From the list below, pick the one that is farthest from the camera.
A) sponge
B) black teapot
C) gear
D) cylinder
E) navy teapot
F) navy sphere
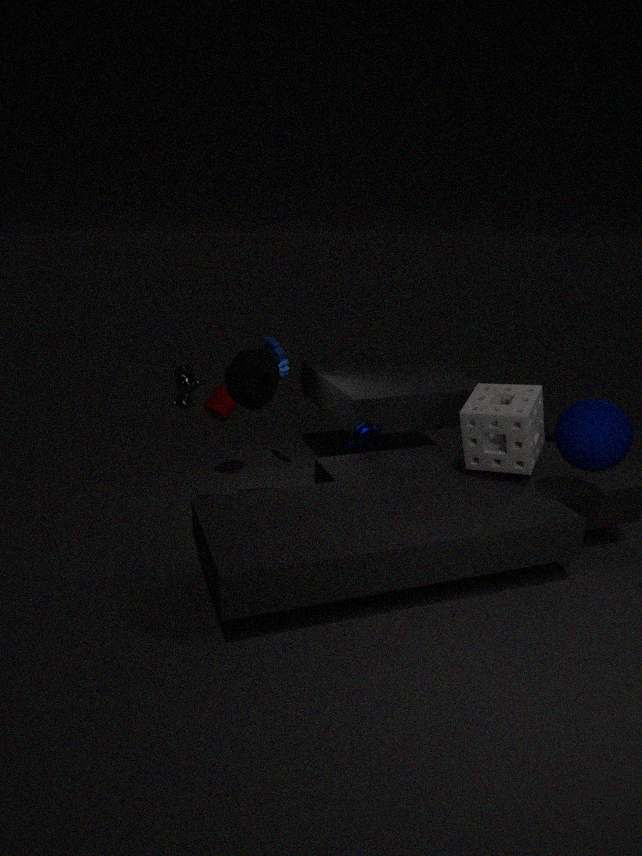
cylinder
